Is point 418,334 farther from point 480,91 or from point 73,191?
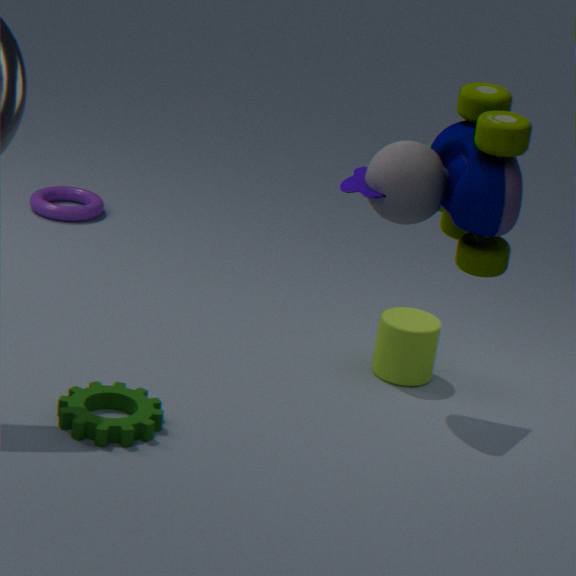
point 73,191
